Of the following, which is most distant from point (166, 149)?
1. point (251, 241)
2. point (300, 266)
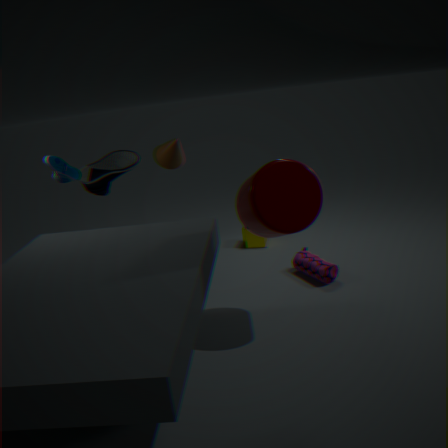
point (300, 266)
